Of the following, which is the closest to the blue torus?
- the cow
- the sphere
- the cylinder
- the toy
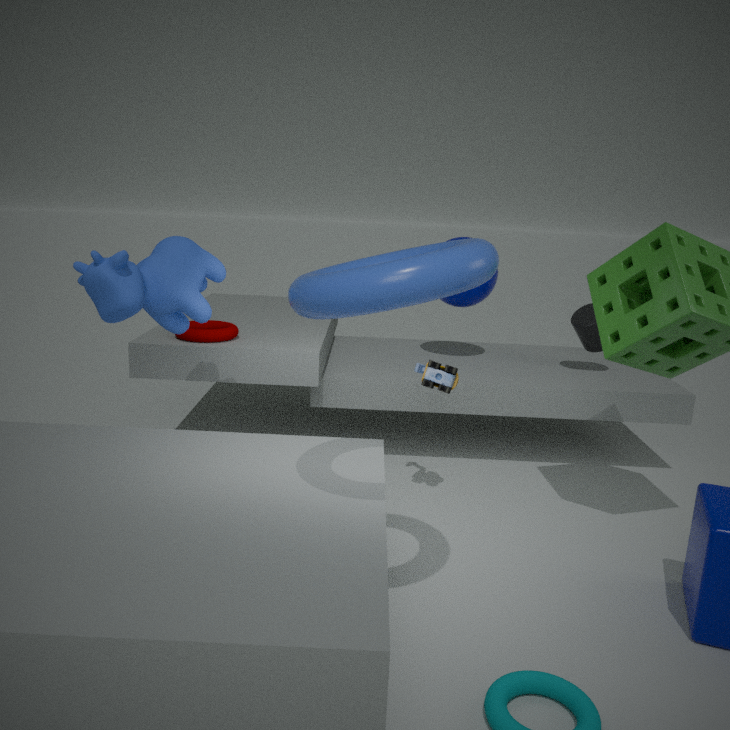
the cow
